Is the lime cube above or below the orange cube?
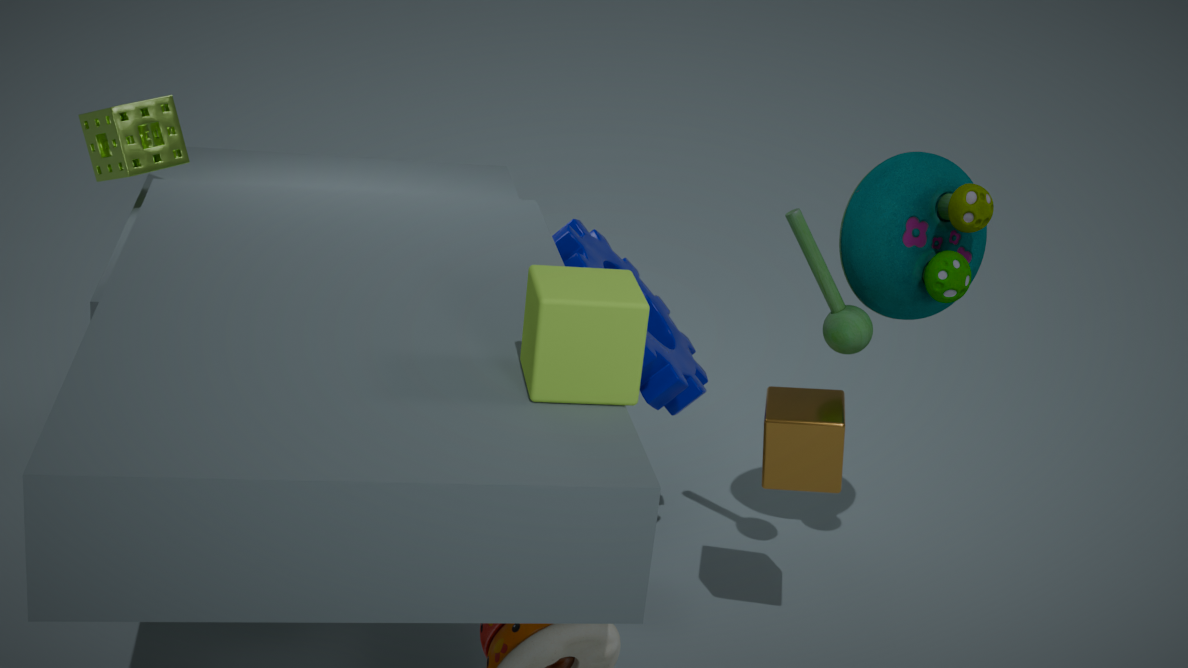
above
